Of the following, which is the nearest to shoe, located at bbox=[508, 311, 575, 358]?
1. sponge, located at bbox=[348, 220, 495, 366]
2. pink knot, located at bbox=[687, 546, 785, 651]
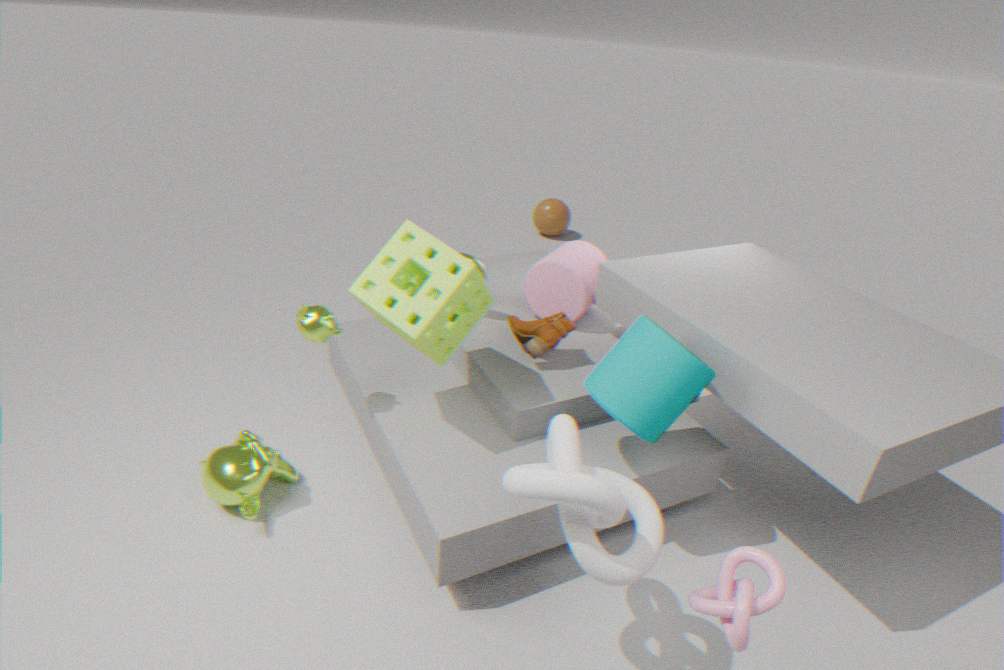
sponge, located at bbox=[348, 220, 495, 366]
